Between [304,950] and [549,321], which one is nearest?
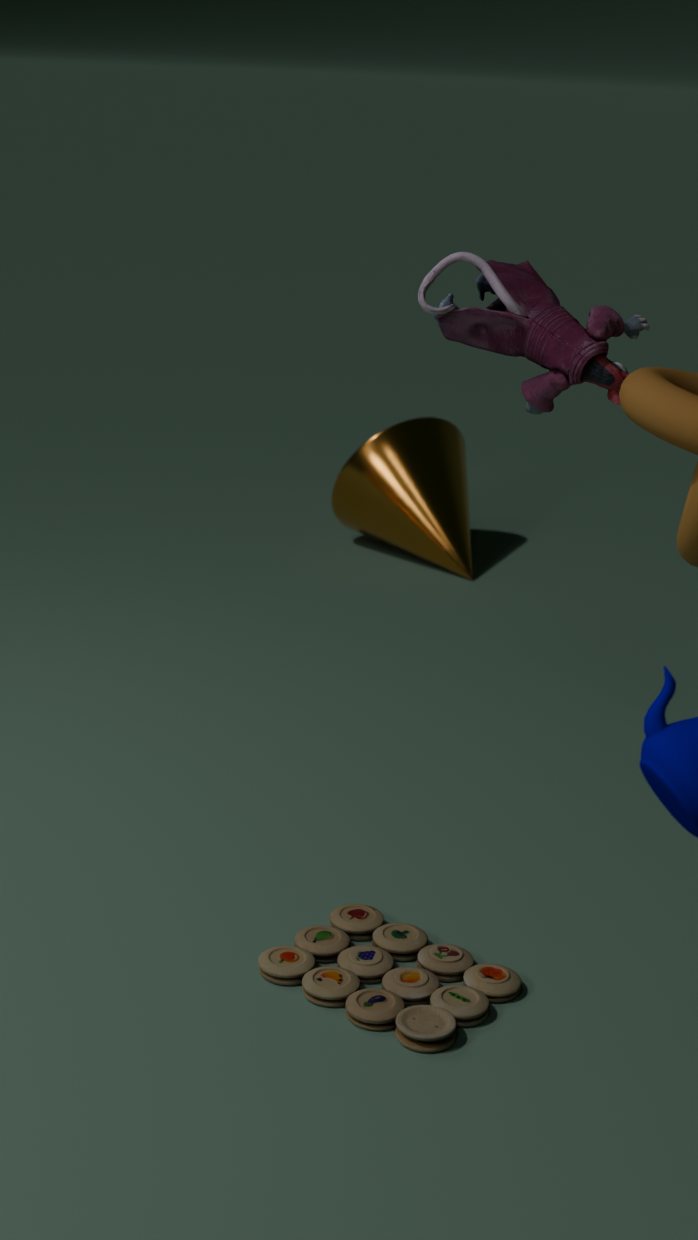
[549,321]
